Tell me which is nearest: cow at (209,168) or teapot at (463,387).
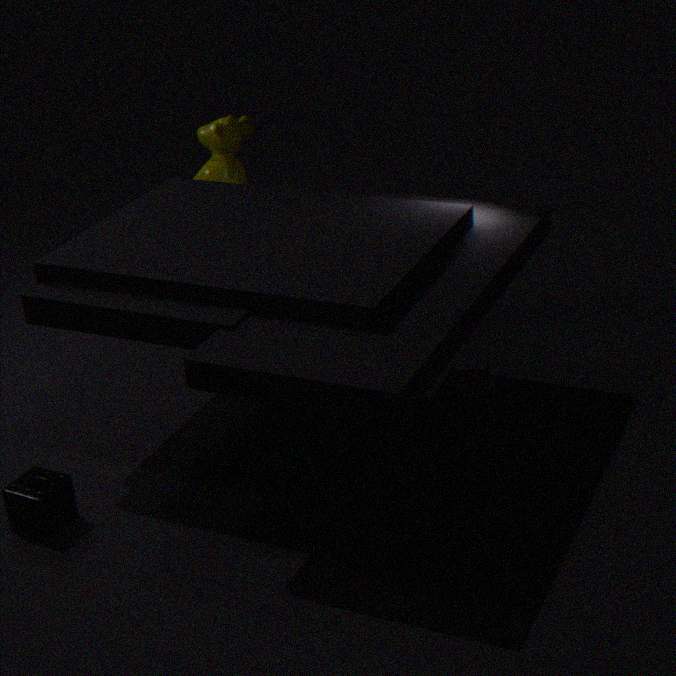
teapot at (463,387)
